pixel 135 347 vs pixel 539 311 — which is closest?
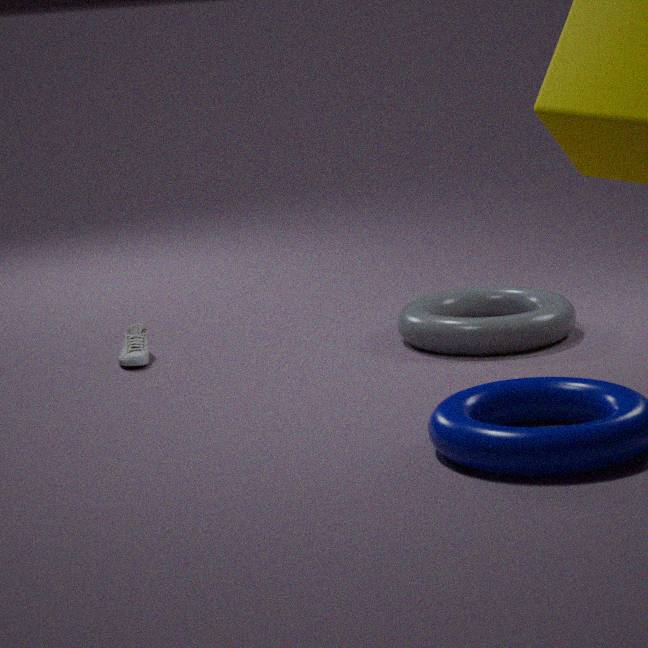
pixel 539 311
